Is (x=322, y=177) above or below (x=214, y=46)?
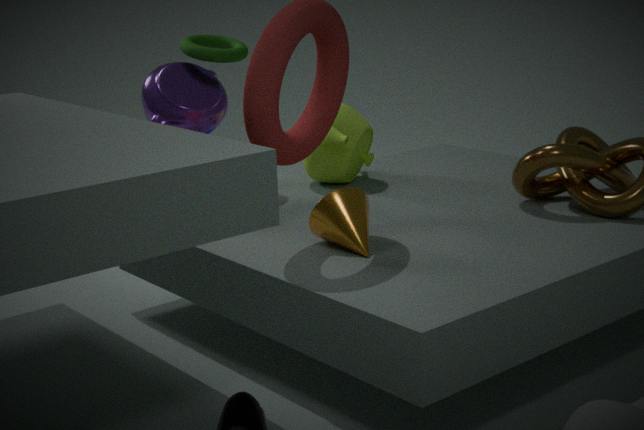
below
